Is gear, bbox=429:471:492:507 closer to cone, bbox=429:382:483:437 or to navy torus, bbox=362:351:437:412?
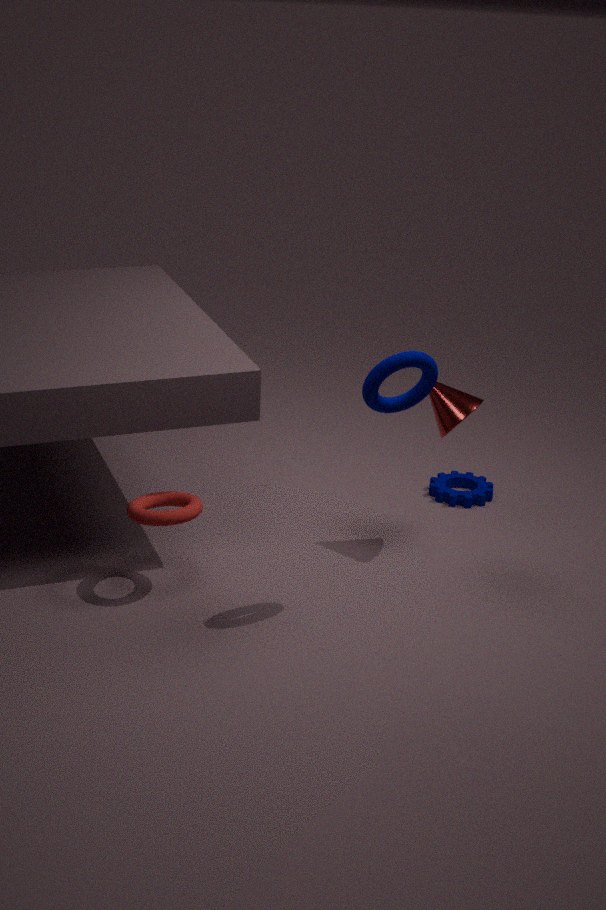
cone, bbox=429:382:483:437
